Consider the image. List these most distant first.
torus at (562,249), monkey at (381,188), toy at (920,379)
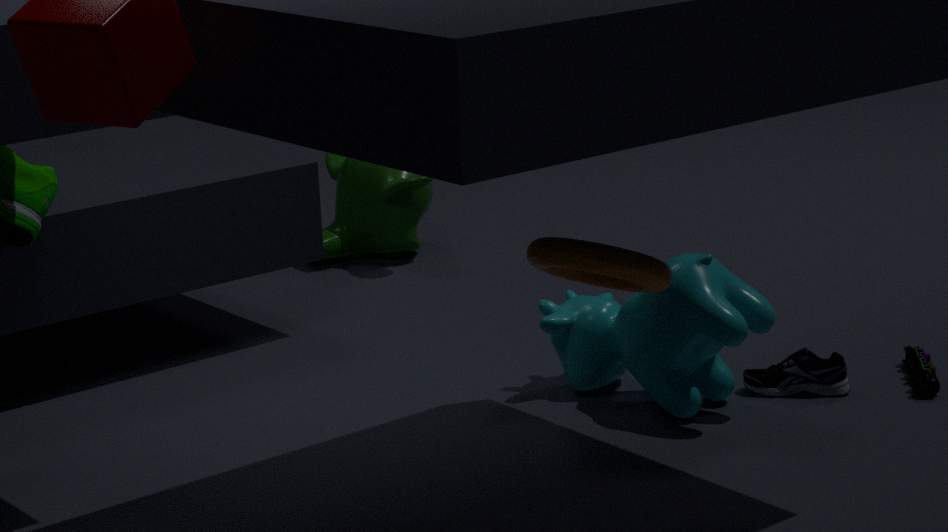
monkey at (381,188)
toy at (920,379)
torus at (562,249)
